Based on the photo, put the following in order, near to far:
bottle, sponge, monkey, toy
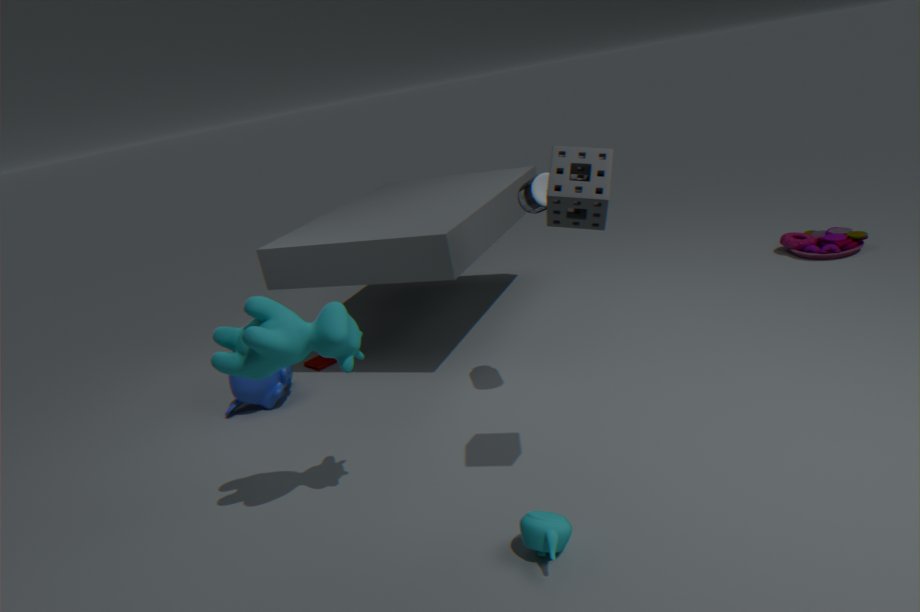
sponge, bottle, monkey, toy
